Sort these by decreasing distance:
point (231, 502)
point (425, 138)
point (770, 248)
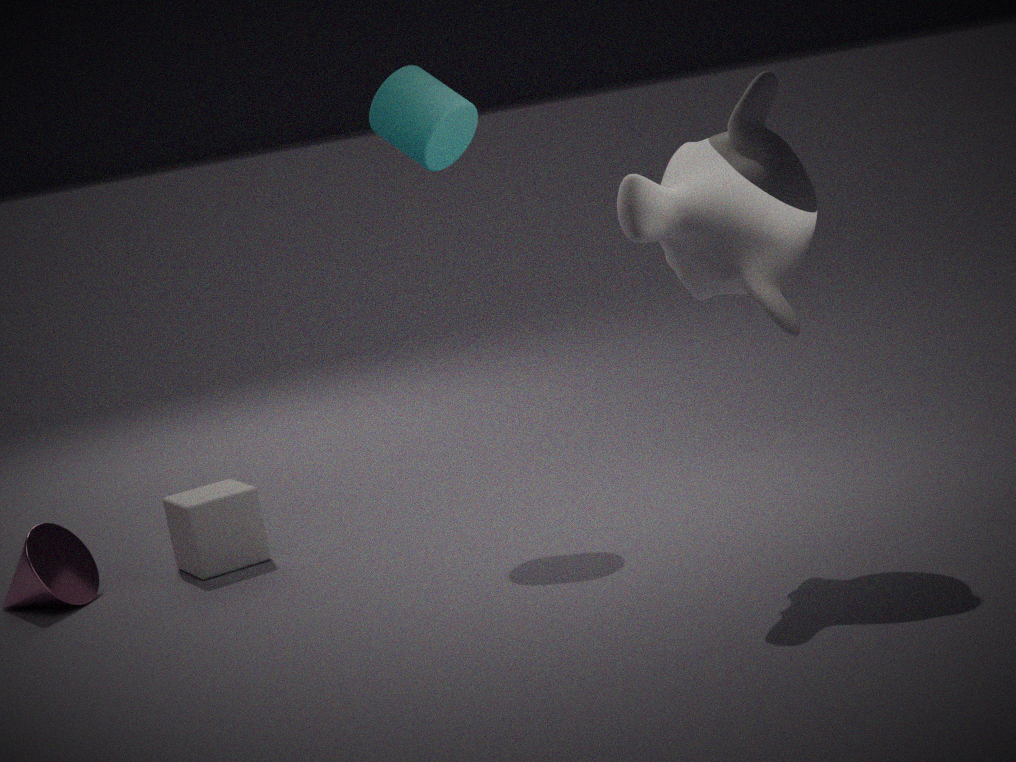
point (231, 502) < point (425, 138) < point (770, 248)
